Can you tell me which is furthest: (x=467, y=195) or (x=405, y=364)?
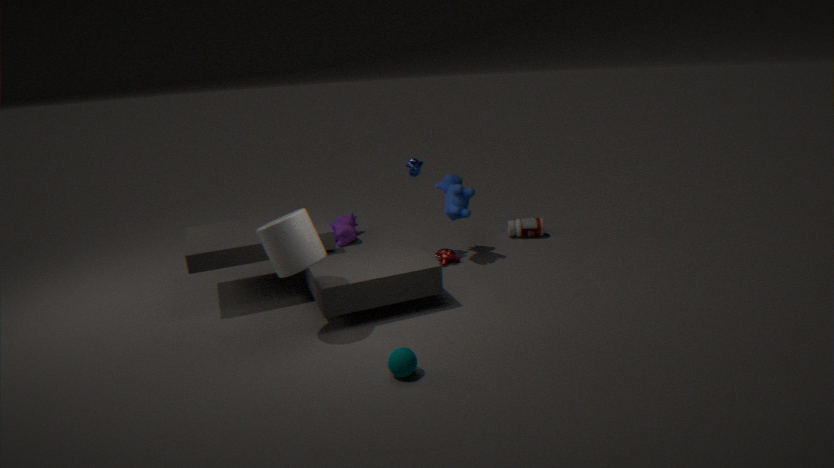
(x=467, y=195)
